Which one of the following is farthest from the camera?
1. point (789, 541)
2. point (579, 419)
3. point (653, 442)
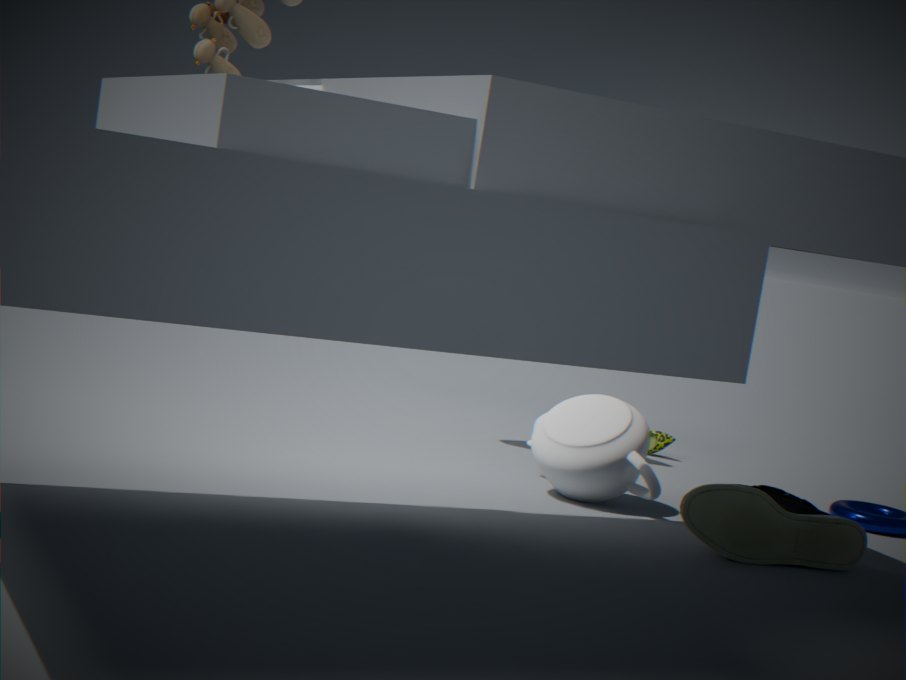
point (653, 442)
